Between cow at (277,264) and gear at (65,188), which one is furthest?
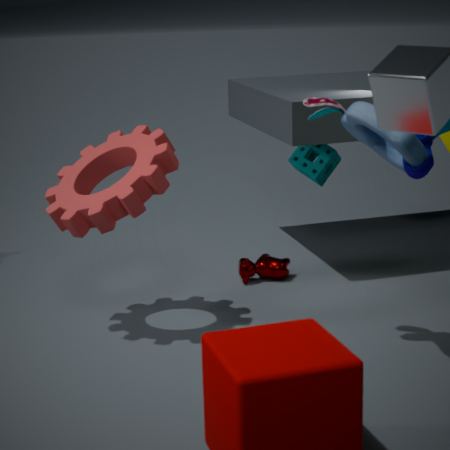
cow at (277,264)
